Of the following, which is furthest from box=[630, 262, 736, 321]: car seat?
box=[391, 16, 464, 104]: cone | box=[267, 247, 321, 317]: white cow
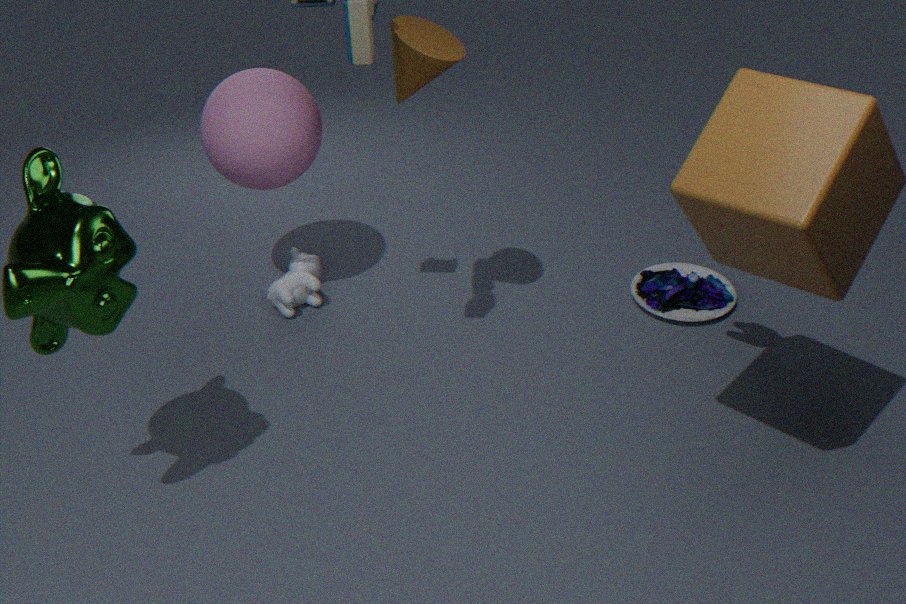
box=[391, 16, 464, 104]: cone
